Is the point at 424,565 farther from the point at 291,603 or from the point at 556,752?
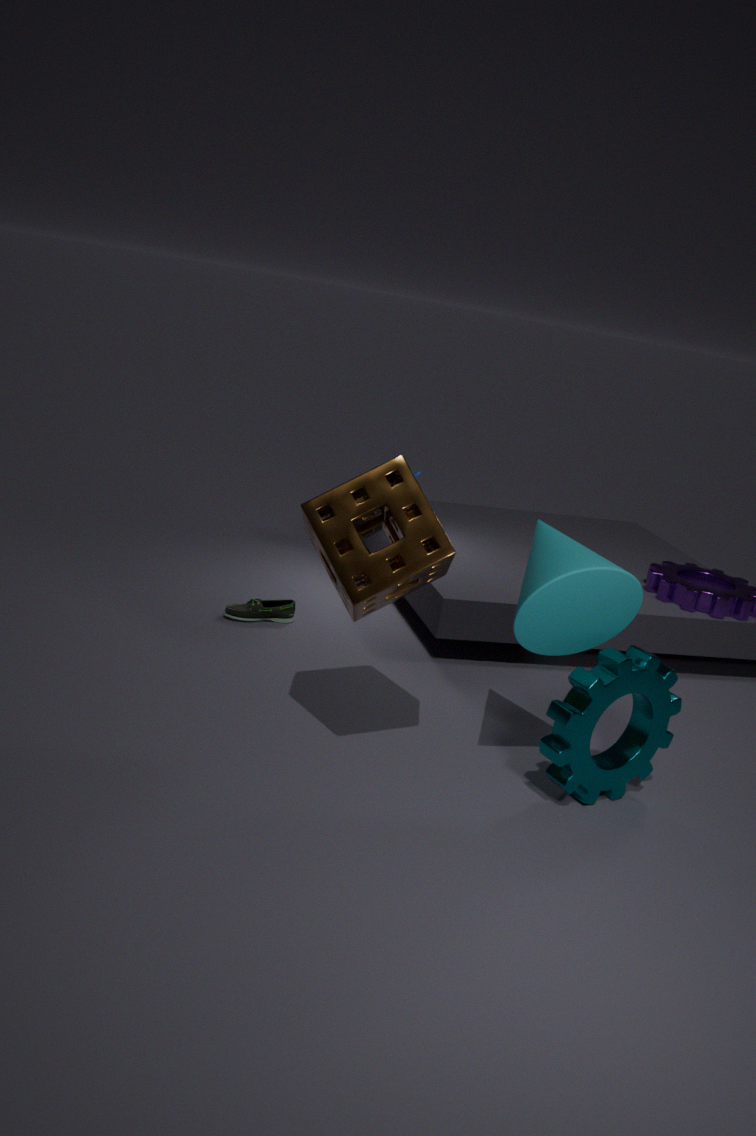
the point at 291,603
